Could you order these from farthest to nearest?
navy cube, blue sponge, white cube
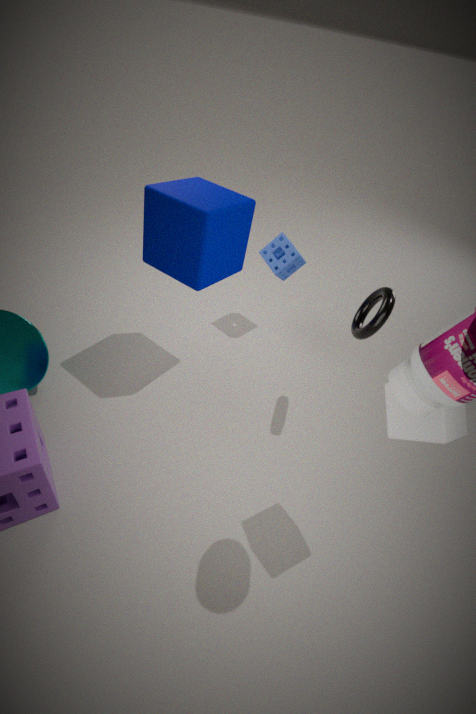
blue sponge
navy cube
white cube
